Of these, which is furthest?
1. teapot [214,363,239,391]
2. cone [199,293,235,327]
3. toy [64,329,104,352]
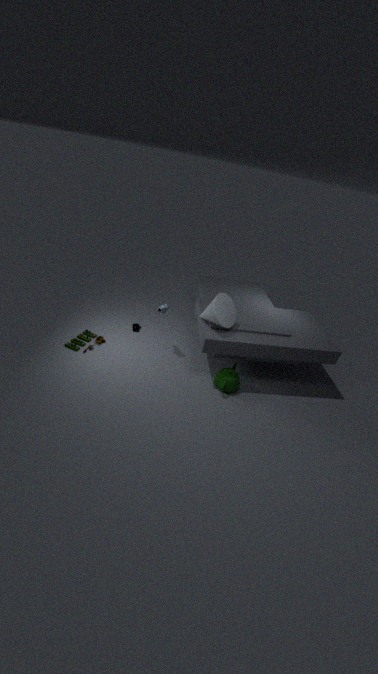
toy [64,329,104,352]
